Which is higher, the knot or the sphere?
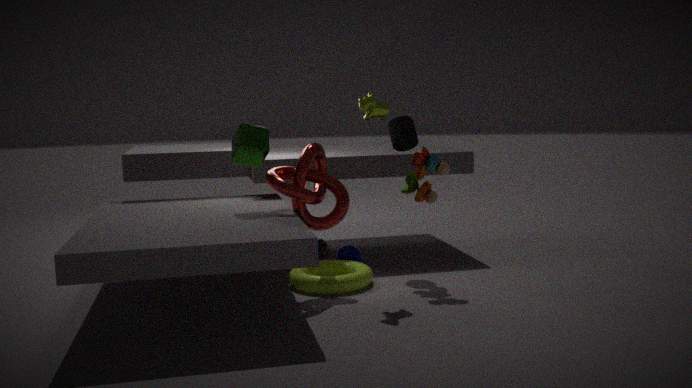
the knot
